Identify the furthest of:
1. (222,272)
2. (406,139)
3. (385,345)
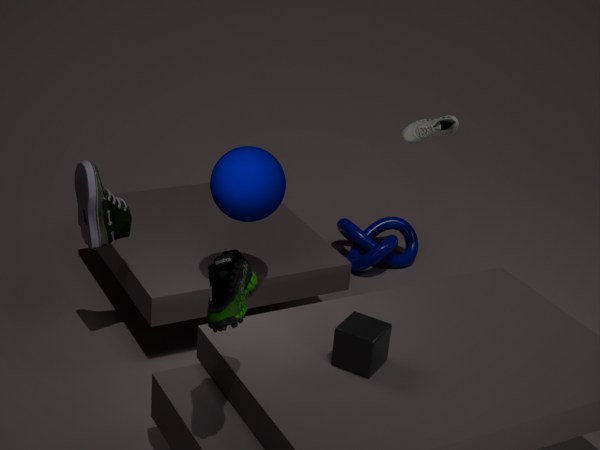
(406,139)
